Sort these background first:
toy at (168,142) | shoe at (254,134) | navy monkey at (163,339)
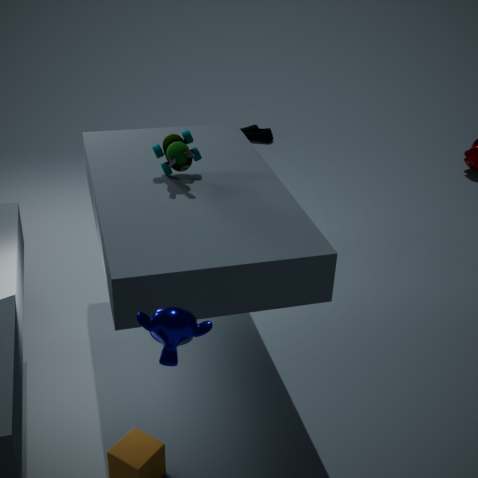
1. shoe at (254,134)
2. toy at (168,142)
3. navy monkey at (163,339)
